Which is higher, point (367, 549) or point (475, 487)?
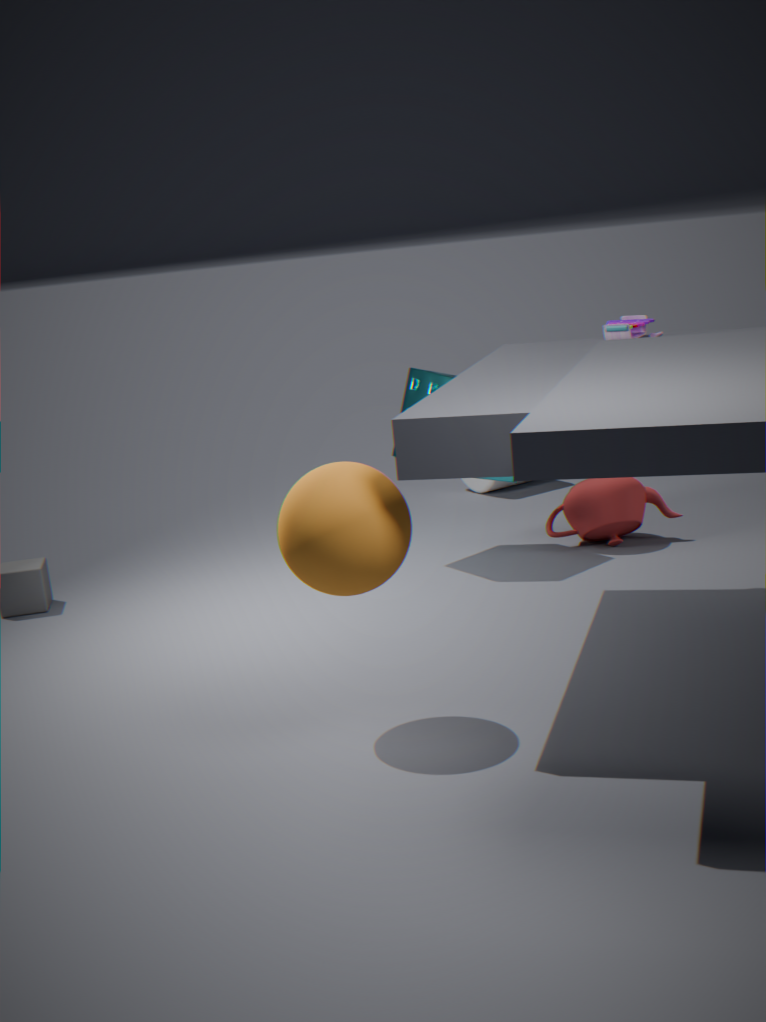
point (367, 549)
